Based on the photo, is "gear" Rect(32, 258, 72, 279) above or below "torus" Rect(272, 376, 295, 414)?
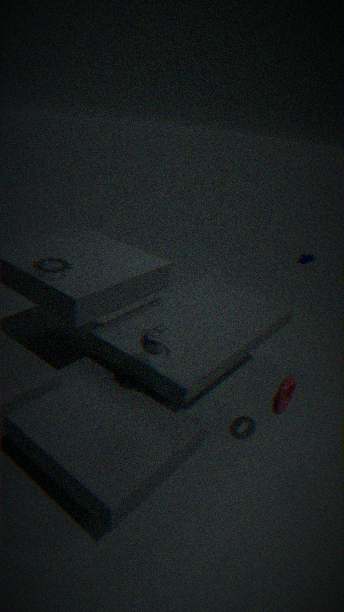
above
